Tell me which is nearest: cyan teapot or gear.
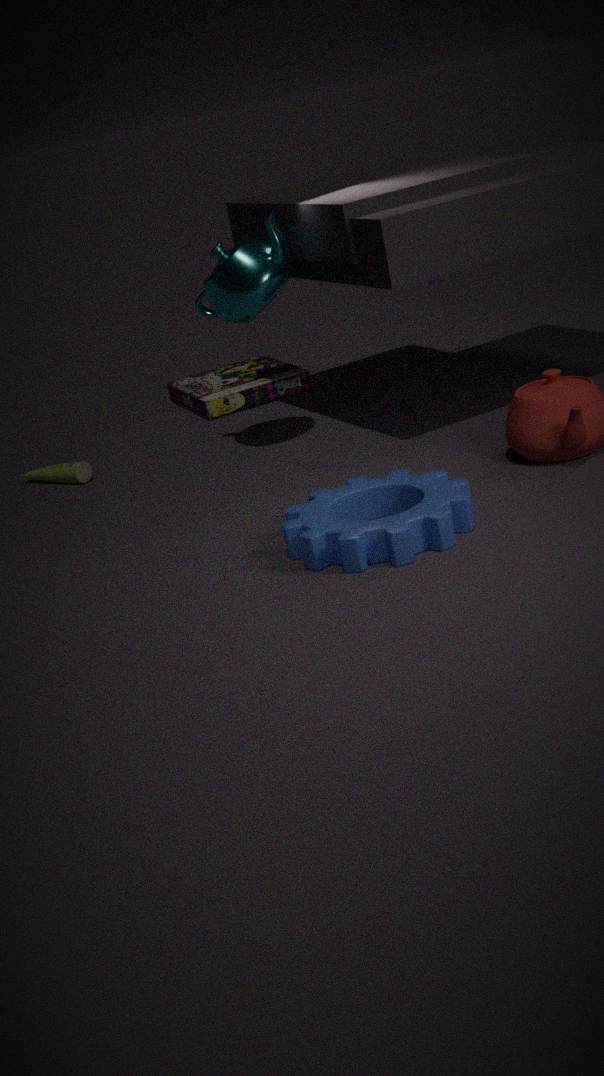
gear
